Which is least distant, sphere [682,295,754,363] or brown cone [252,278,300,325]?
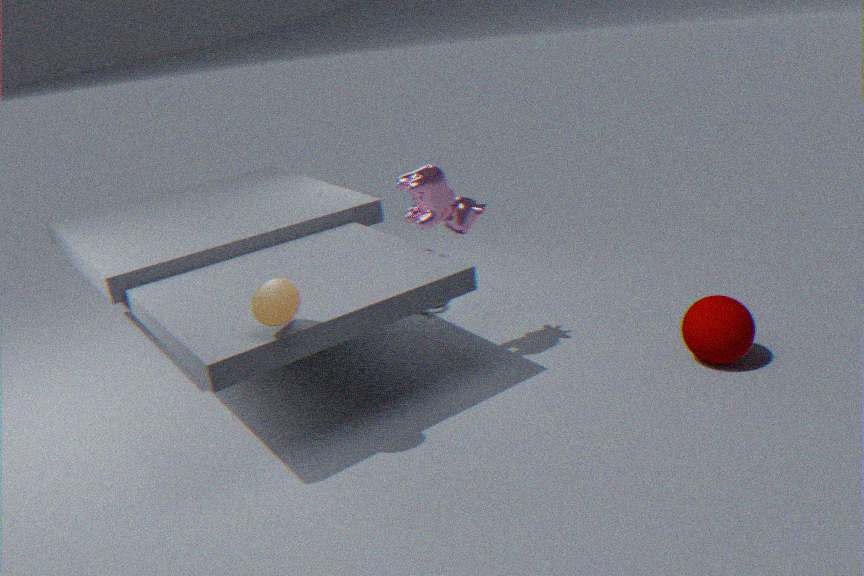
brown cone [252,278,300,325]
